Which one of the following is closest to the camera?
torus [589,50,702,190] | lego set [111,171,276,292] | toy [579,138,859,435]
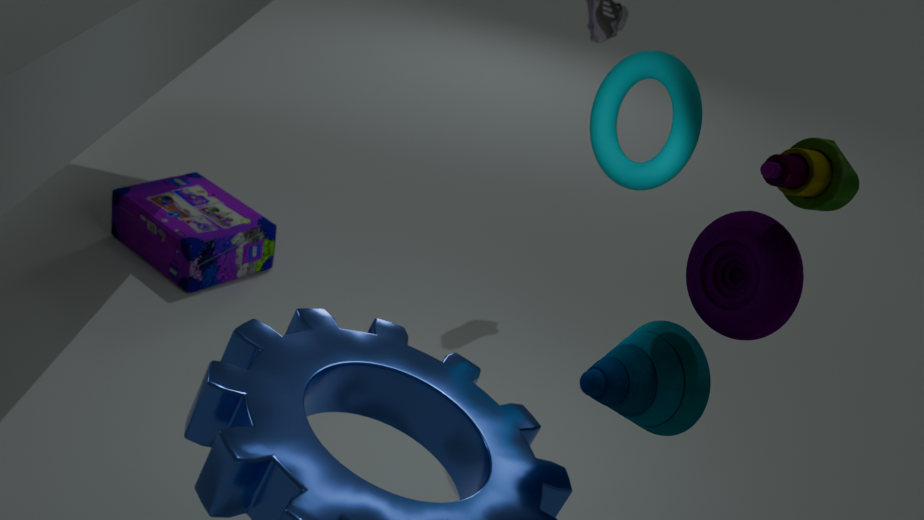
toy [579,138,859,435]
